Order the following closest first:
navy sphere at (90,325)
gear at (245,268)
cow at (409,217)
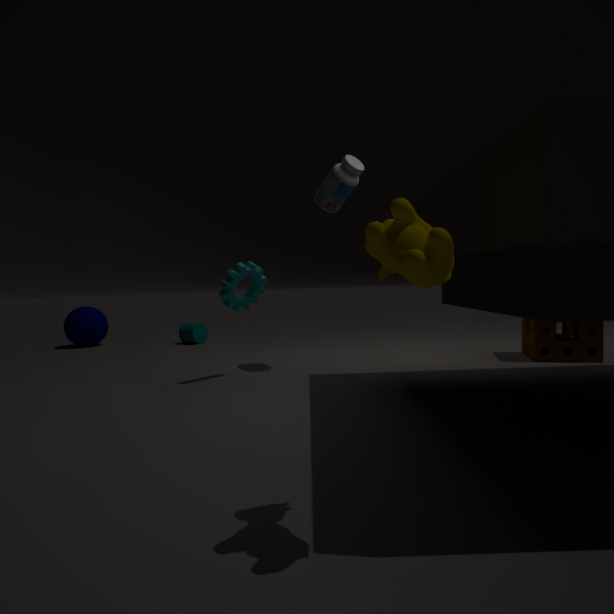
cow at (409,217) < gear at (245,268) < navy sphere at (90,325)
